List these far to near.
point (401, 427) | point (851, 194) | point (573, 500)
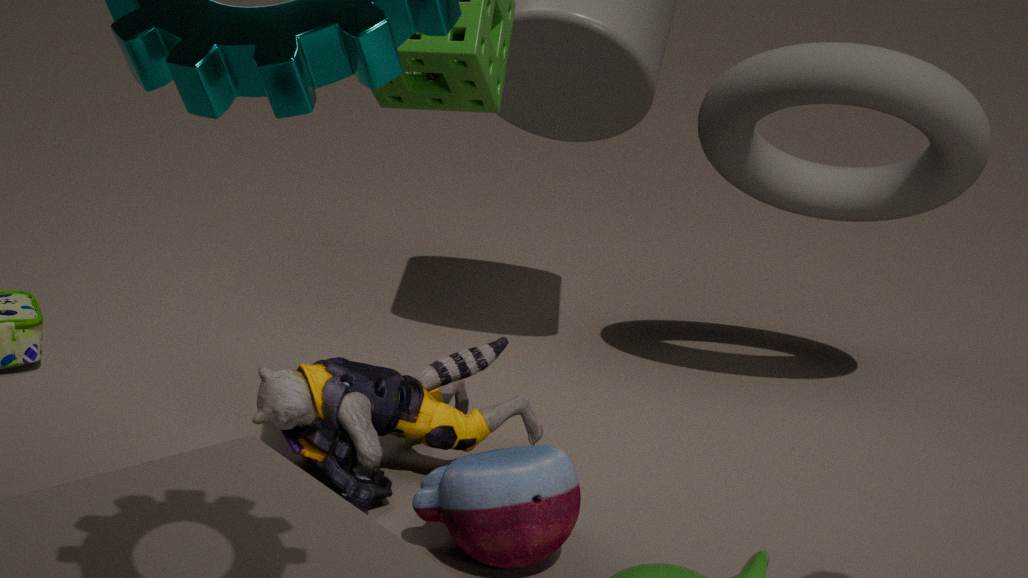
point (851, 194)
point (401, 427)
point (573, 500)
